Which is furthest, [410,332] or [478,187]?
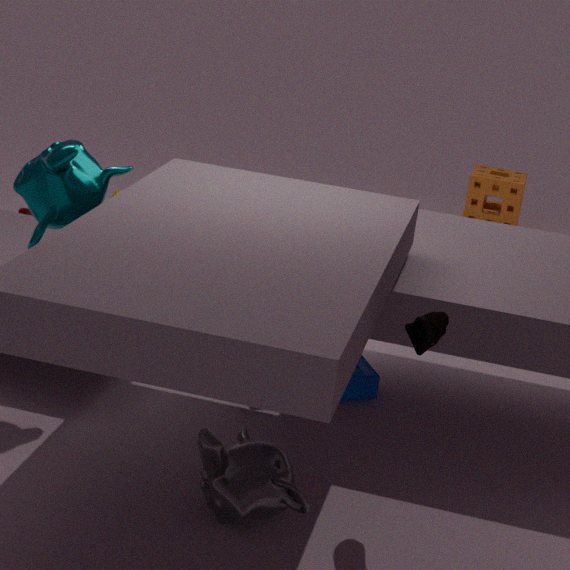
[478,187]
